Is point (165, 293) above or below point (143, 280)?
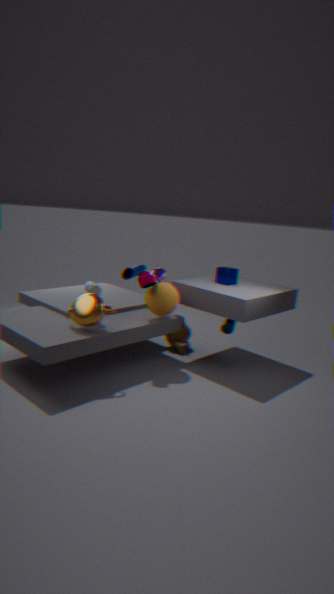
below
